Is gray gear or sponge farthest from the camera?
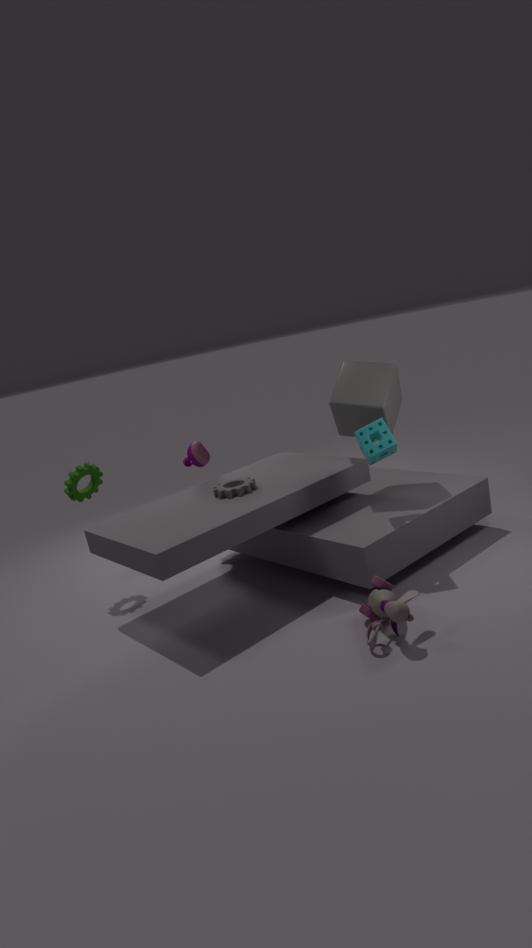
gray gear
